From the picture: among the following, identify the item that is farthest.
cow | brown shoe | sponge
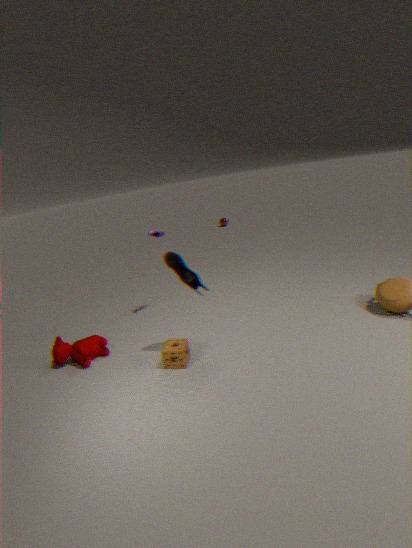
cow
